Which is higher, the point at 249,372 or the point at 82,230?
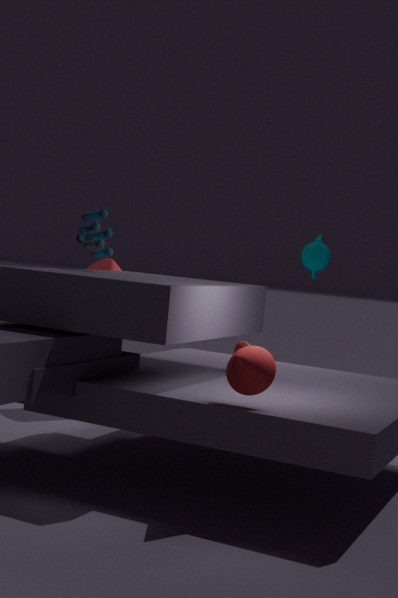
the point at 82,230
